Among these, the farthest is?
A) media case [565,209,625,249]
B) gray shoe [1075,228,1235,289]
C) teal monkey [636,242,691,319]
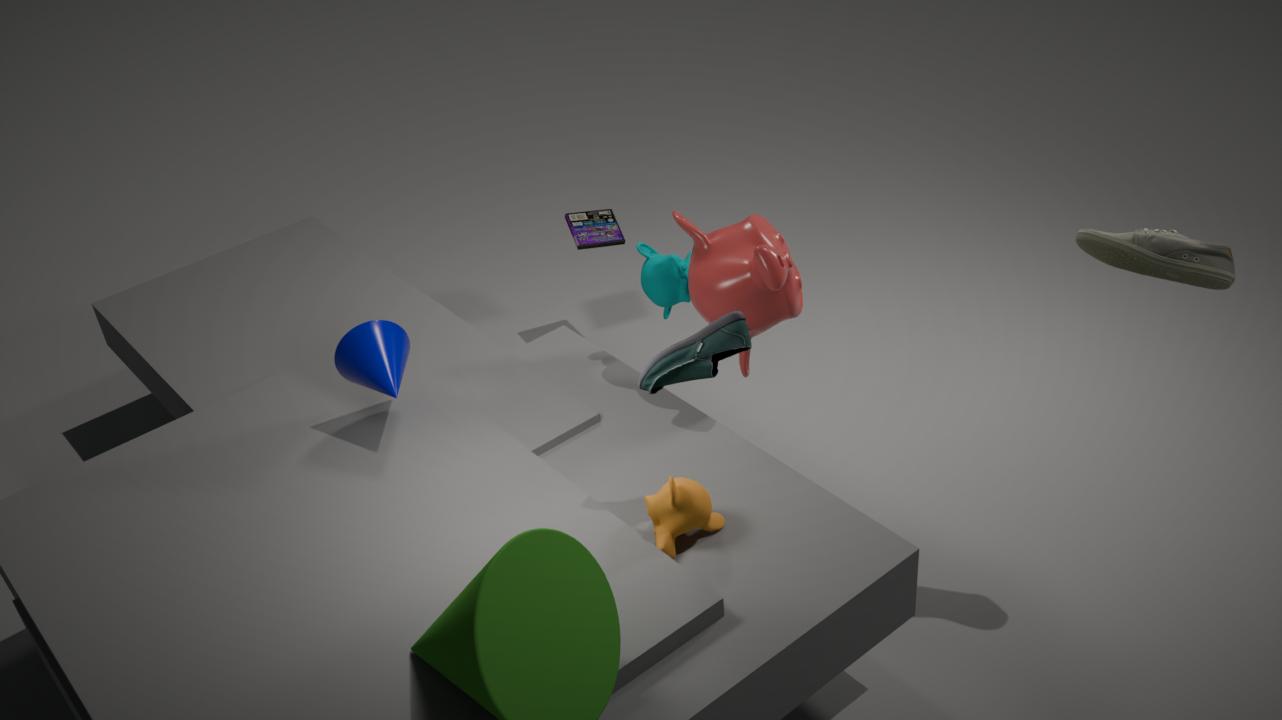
media case [565,209,625,249]
